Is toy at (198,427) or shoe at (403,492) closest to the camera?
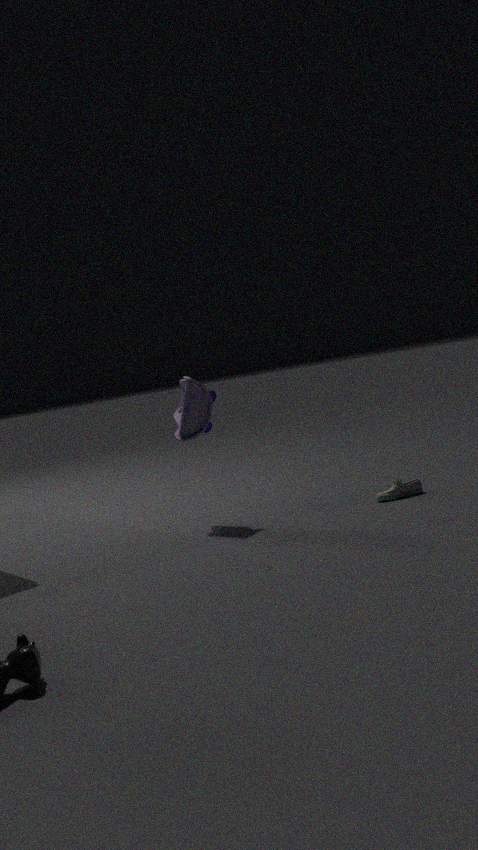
shoe at (403,492)
